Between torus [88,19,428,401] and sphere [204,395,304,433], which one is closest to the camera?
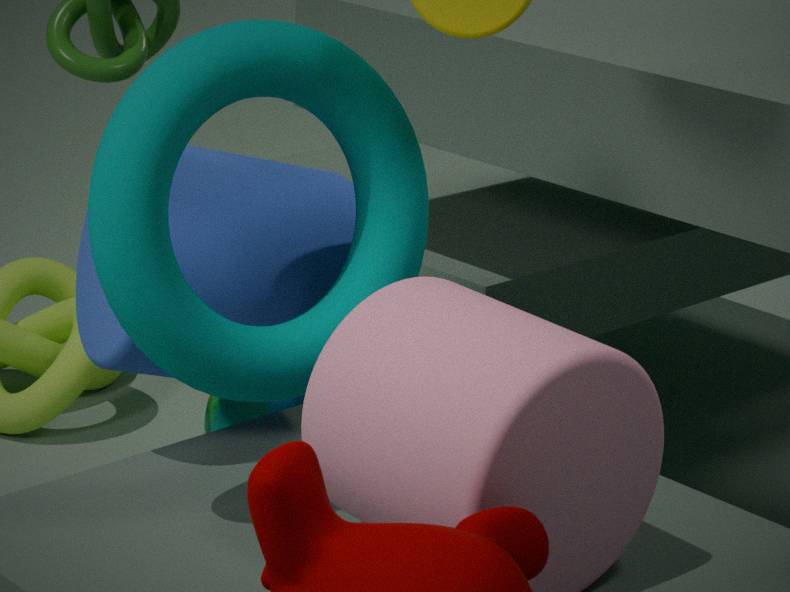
torus [88,19,428,401]
